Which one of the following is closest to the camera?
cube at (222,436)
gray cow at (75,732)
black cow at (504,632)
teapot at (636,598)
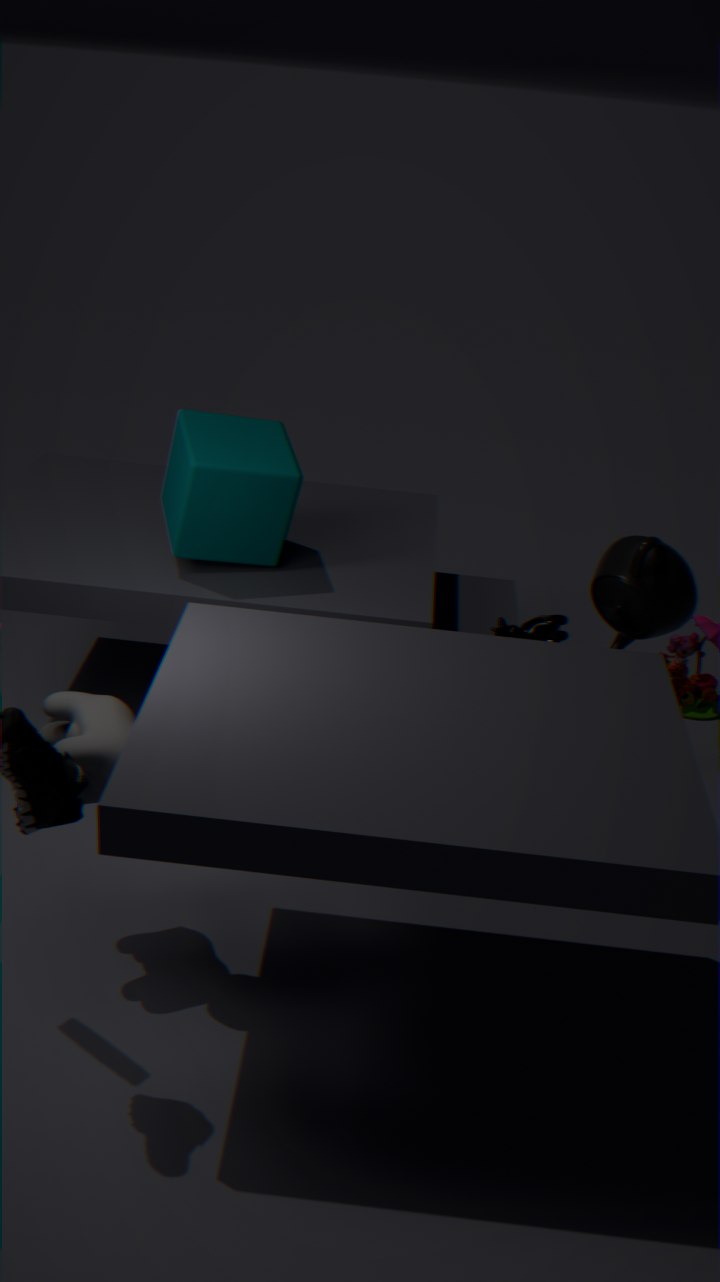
gray cow at (75,732)
